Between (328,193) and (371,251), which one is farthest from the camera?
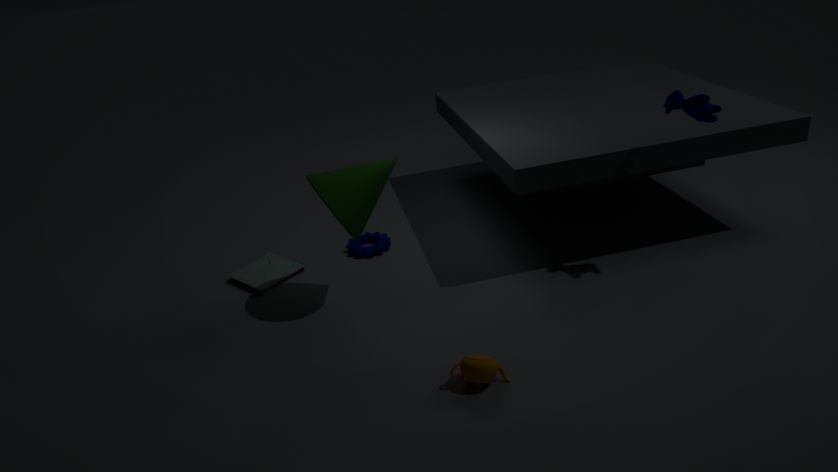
(371,251)
